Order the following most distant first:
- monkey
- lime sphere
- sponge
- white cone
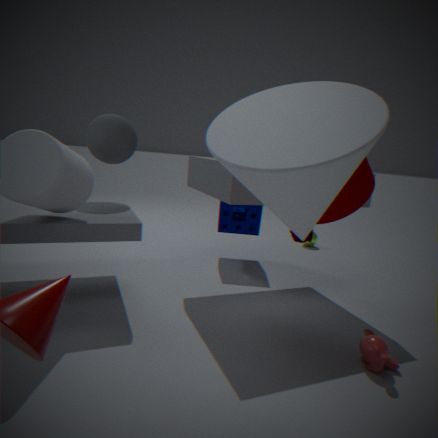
lime sphere → sponge → monkey → white cone
